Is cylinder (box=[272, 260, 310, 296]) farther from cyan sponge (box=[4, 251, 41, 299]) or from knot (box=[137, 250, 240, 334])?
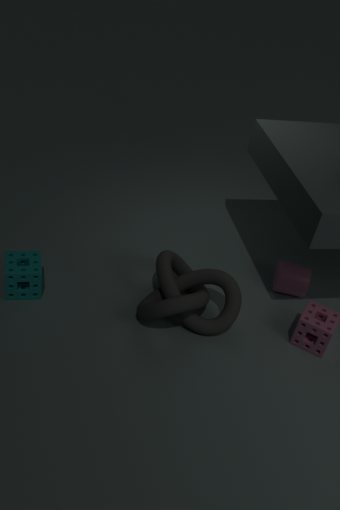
Result: cyan sponge (box=[4, 251, 41, 299])
